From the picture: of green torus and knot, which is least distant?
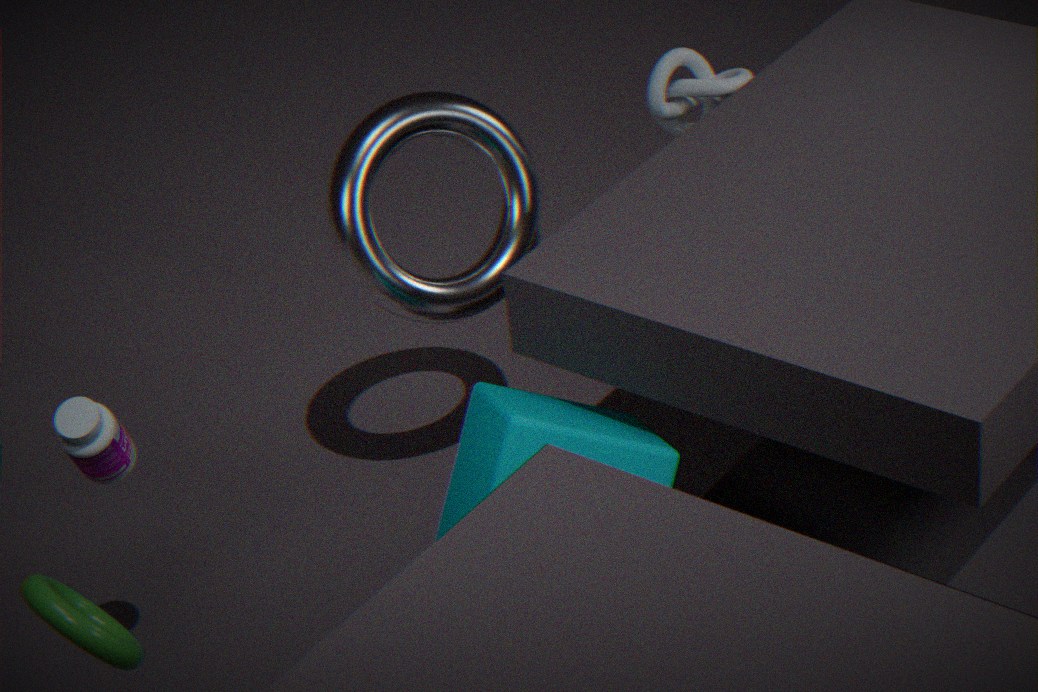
green torus
